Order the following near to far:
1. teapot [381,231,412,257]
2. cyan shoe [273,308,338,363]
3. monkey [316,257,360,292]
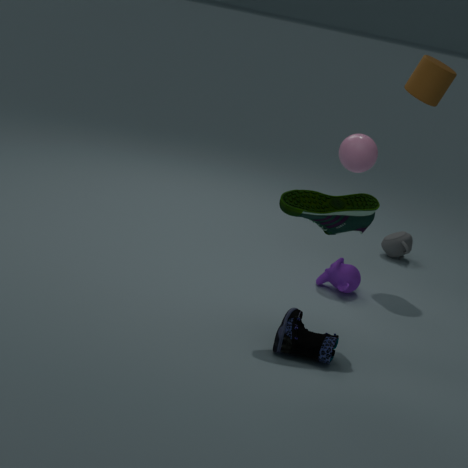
cyan shoe [273,308,338,363] → monkey [316,257,360,292] → teapot [381,231,412,257]
